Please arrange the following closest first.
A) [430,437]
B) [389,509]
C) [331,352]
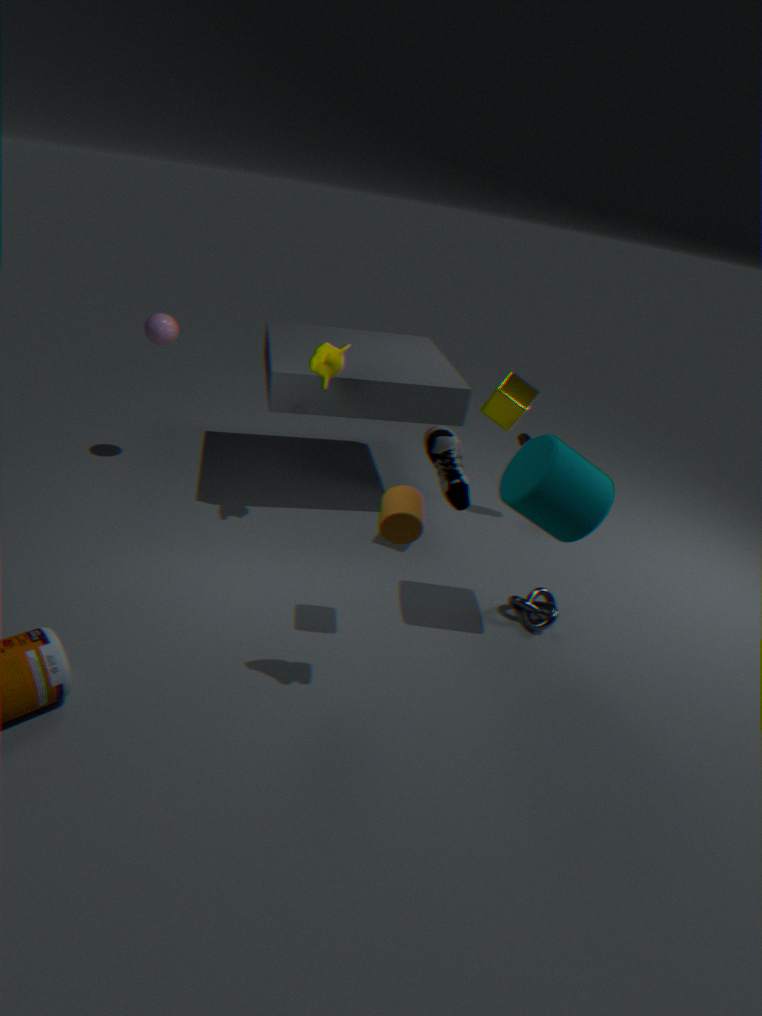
[430,437] < [389,509] < [331,352]
